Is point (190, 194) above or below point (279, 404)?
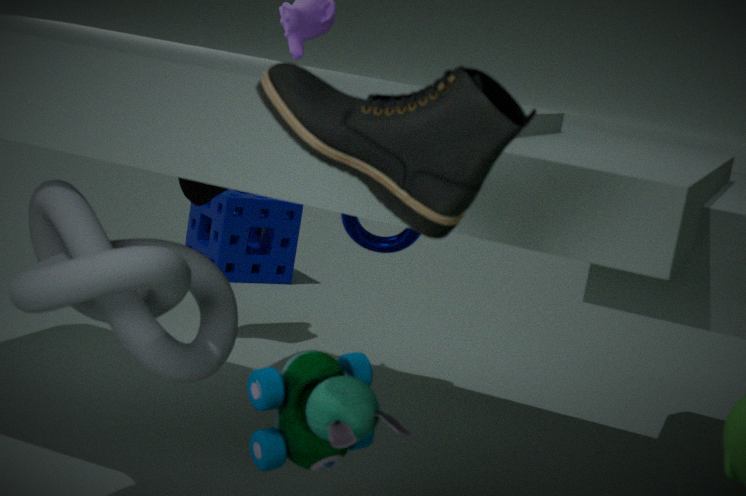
above
